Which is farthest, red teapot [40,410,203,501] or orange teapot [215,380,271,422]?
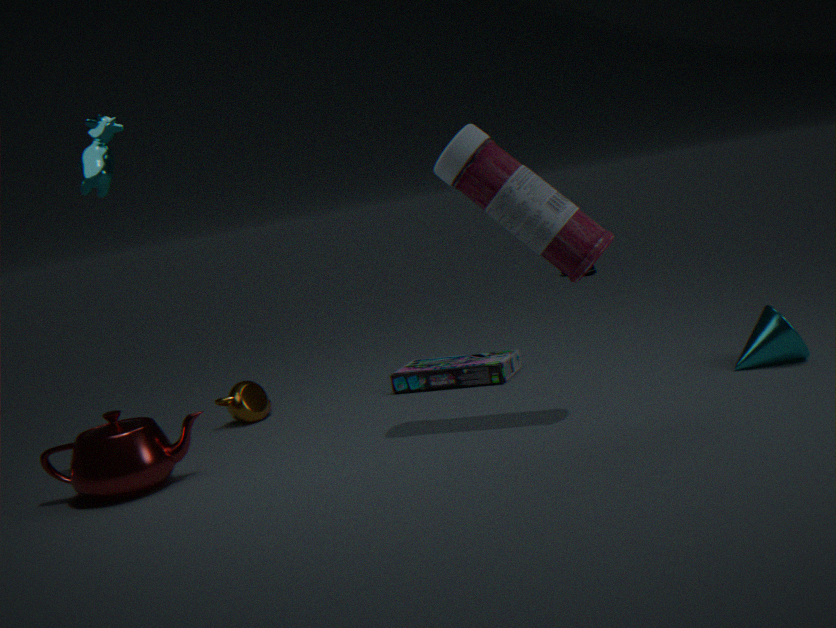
orange teapot [215,380,271,422]
